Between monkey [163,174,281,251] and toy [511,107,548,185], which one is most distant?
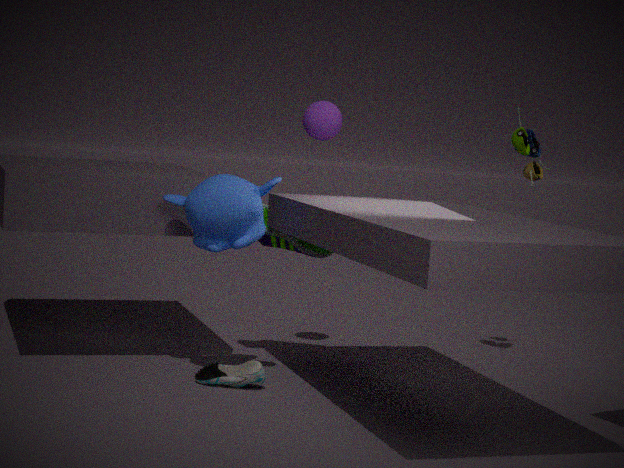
toy [511,107,548,185]
